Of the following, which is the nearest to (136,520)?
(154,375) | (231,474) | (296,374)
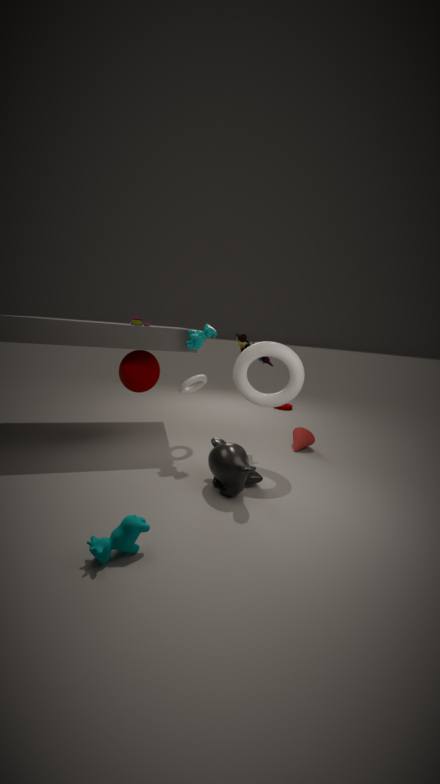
(231,474)
